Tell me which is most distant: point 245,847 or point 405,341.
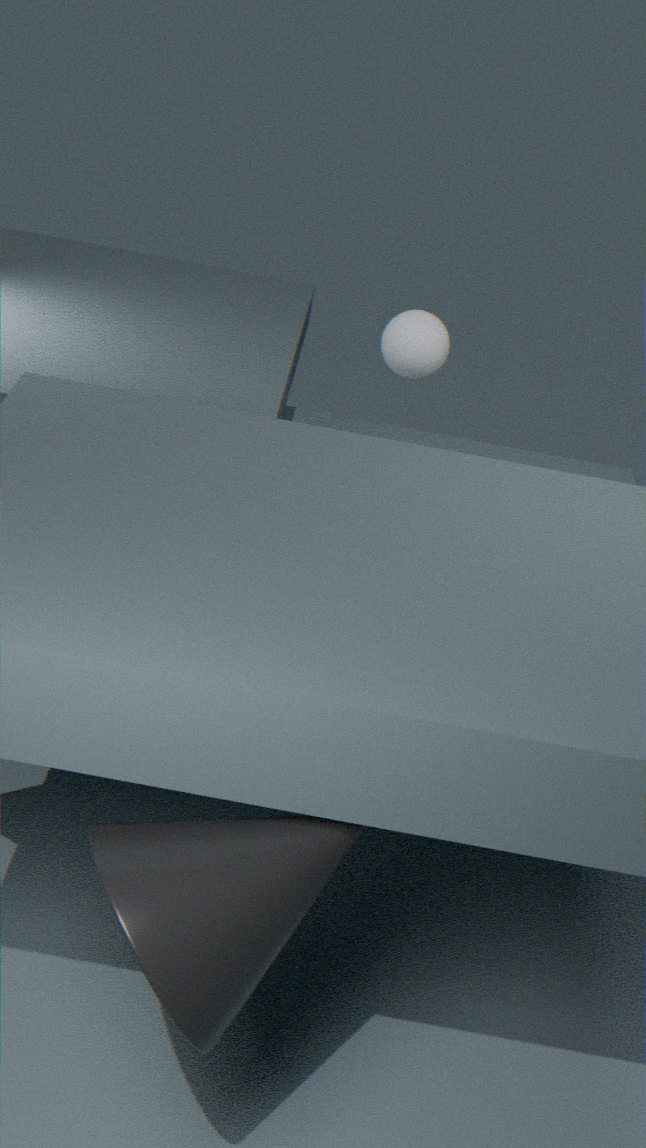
point 405,341
